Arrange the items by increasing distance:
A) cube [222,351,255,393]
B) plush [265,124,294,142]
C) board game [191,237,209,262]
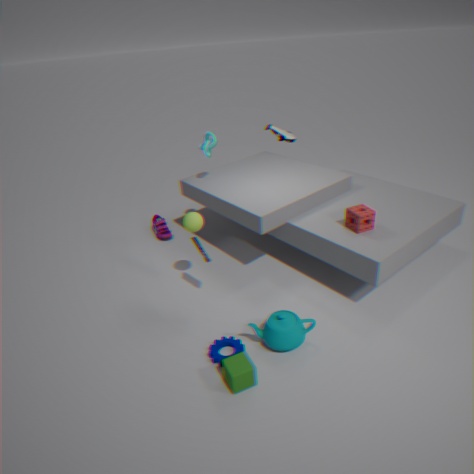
cube [222,351,255,393]
board game [191,237,209,262]
plush [265,124,294,142]
